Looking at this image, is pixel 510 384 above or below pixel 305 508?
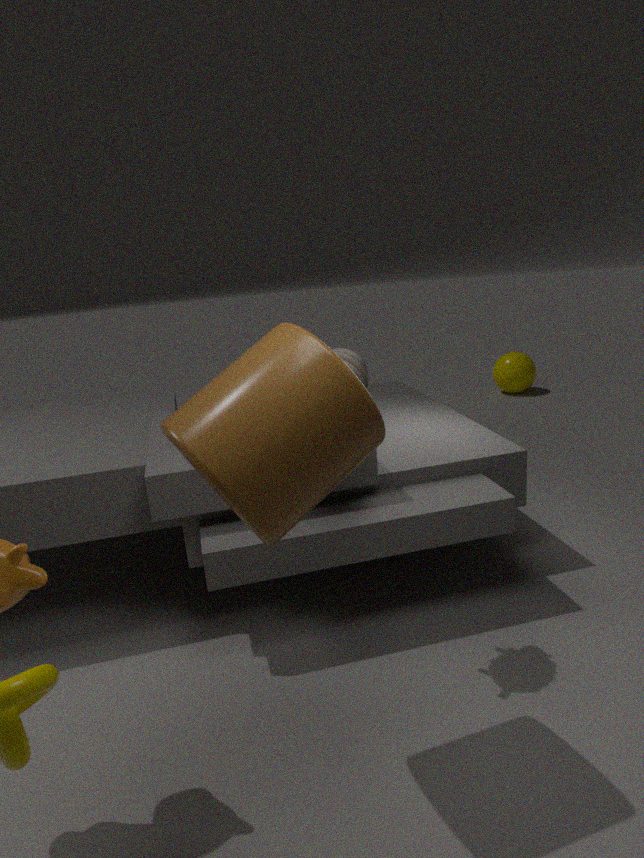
below
